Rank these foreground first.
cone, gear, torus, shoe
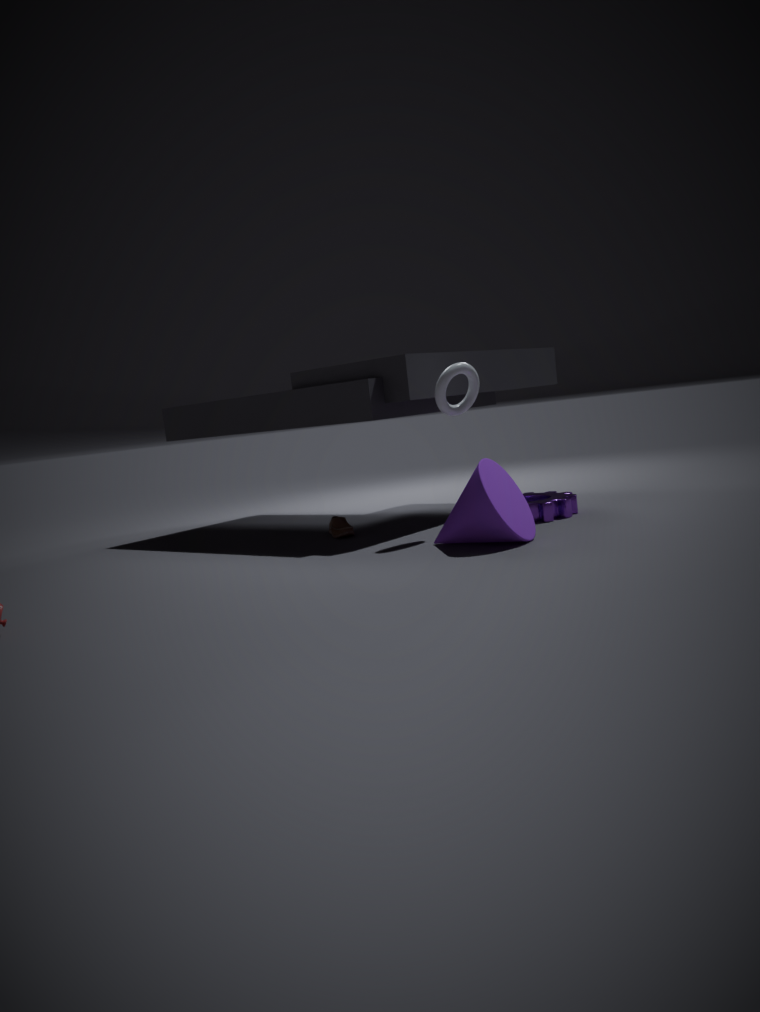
cone
torus
gear
shoe
